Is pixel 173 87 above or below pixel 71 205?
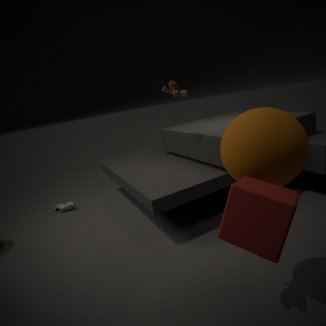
above
